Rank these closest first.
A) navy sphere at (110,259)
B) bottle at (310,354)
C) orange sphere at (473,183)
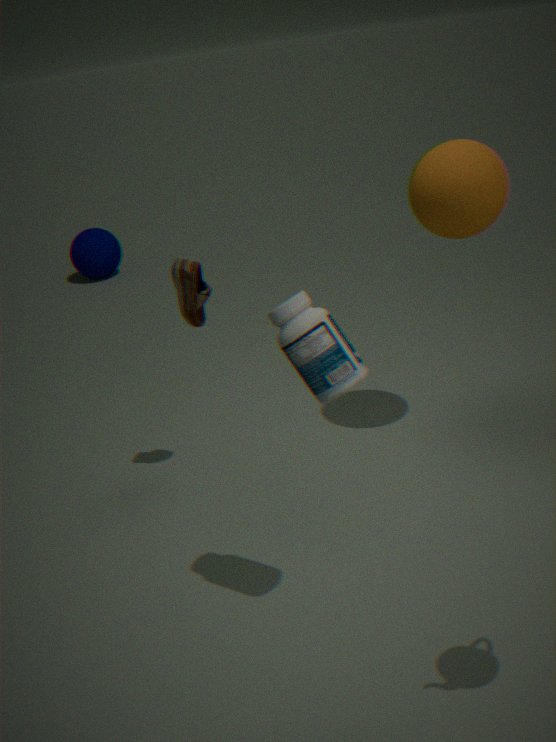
bottle at (310,354) → orange sphere at (473,183) → navy sphere at (110,259)
